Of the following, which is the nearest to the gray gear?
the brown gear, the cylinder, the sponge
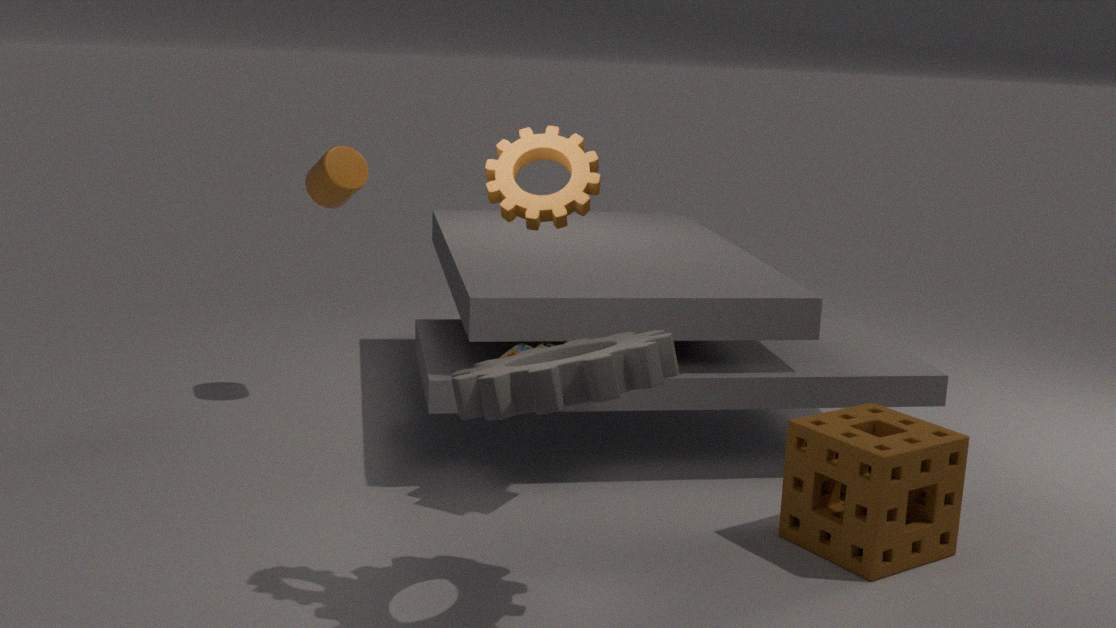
the brown gear
